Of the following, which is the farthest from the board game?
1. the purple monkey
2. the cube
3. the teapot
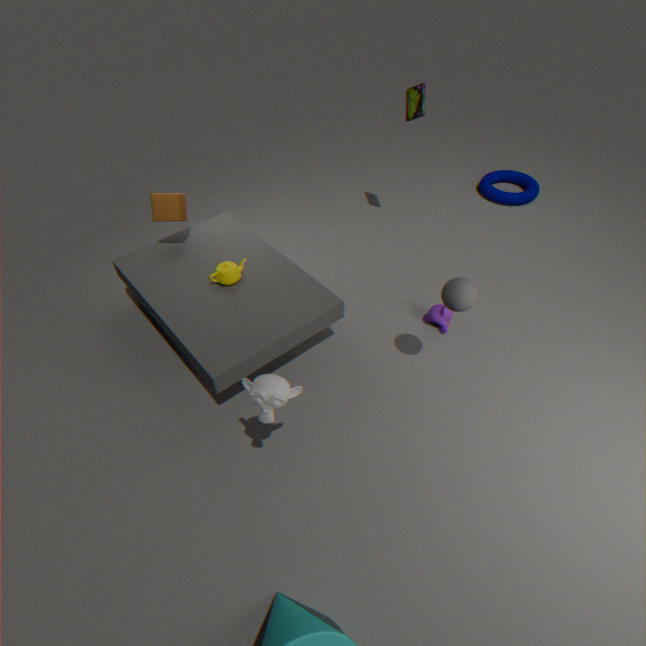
the cube
